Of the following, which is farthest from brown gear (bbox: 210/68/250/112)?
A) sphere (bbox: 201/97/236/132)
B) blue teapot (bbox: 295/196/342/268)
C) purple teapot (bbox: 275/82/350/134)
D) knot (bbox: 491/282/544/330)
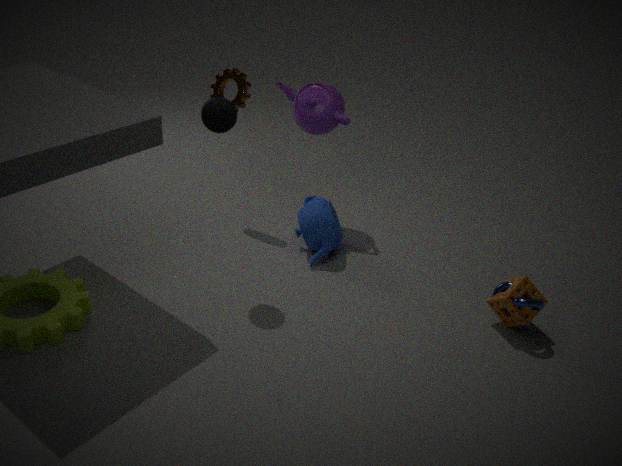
knot (bbox: 491/282/544/330)
